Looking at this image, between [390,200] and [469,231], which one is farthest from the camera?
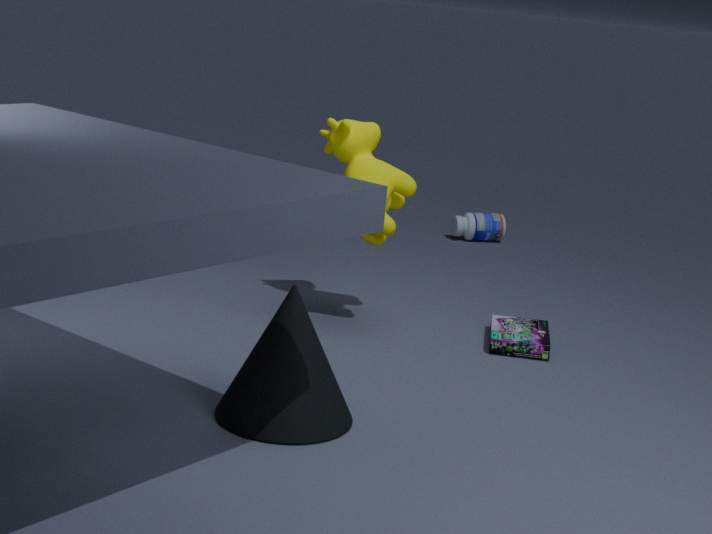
[469,231]
